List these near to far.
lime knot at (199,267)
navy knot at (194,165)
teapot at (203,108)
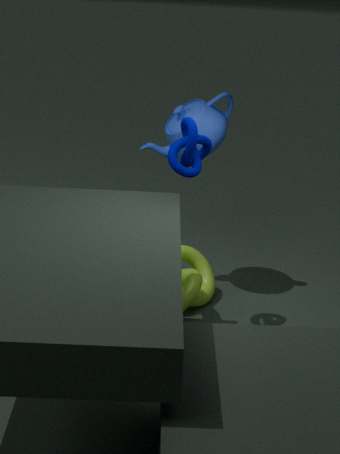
navy knot at (194,165) < lime knot at (199,267) < teapot at (203,108)
